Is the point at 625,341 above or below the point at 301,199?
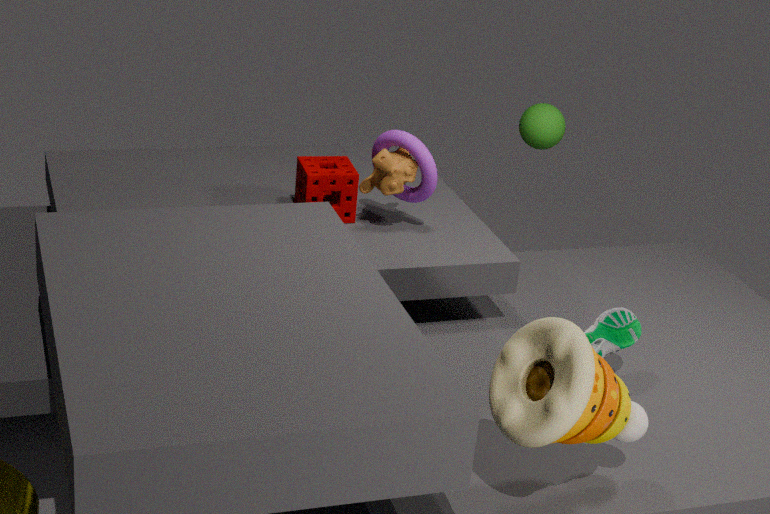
below
